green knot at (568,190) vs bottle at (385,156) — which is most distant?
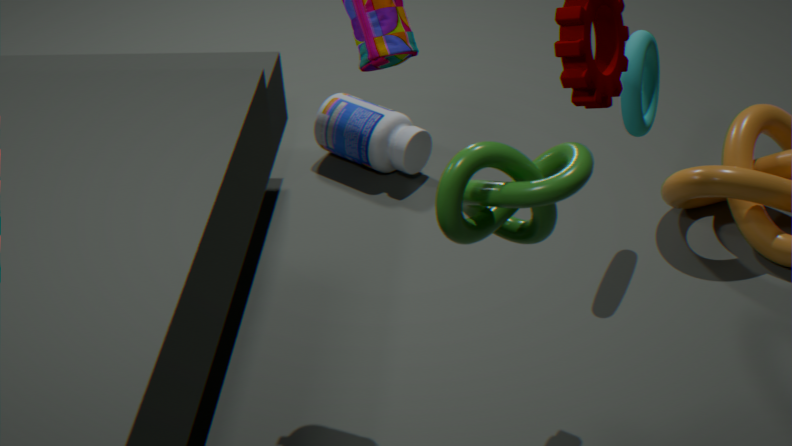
bottle at (385,156)
